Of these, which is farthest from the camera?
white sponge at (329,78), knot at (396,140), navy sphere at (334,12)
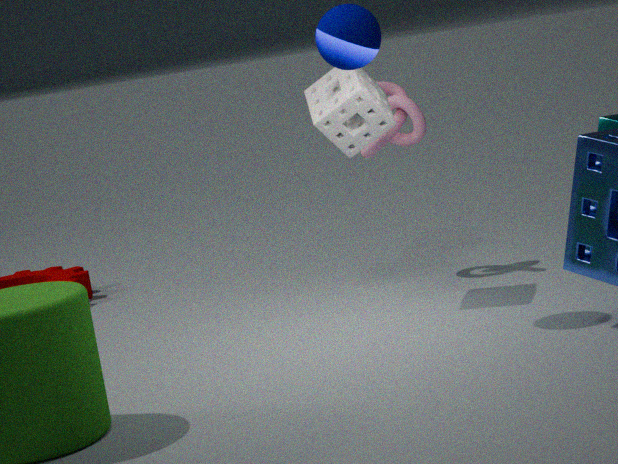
knot at (396,140)
